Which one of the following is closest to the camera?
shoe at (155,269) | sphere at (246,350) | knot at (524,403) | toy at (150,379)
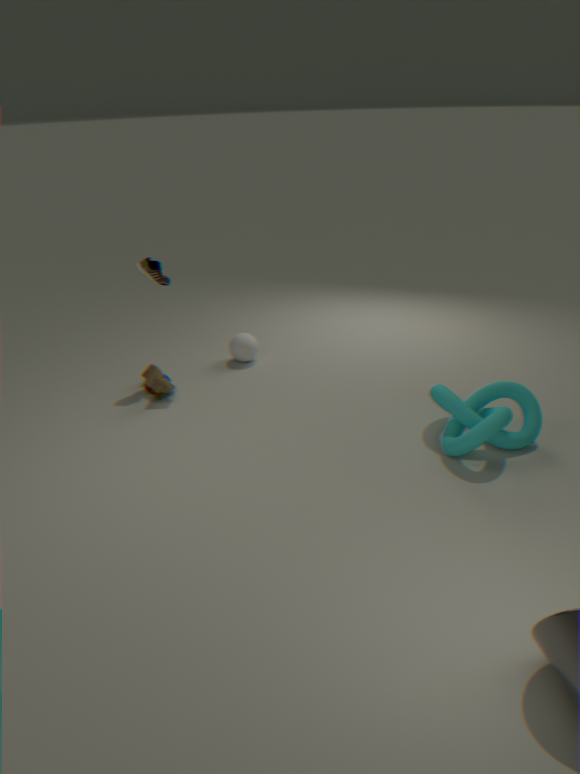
knot at (524,403)
